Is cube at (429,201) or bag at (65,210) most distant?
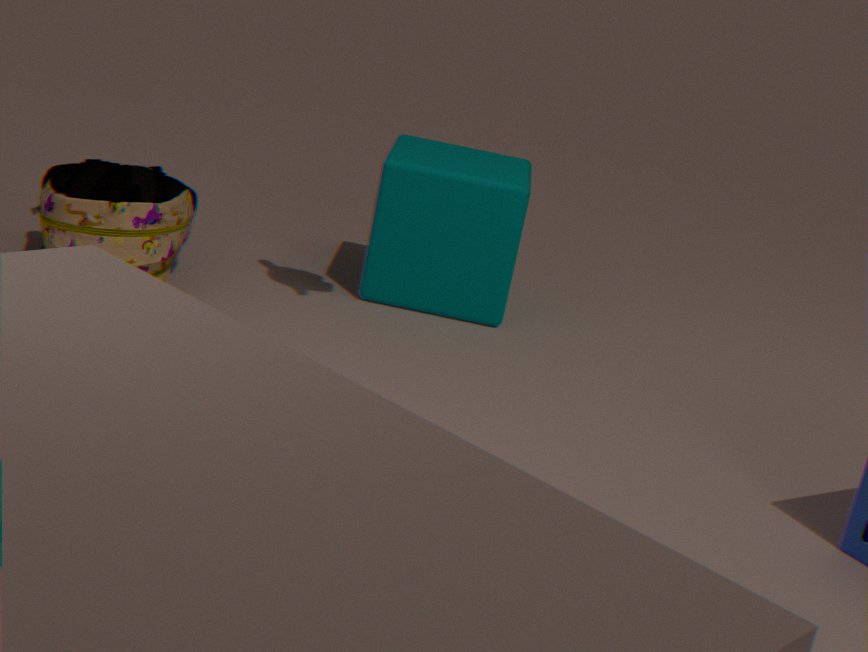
cube at (429,201)
